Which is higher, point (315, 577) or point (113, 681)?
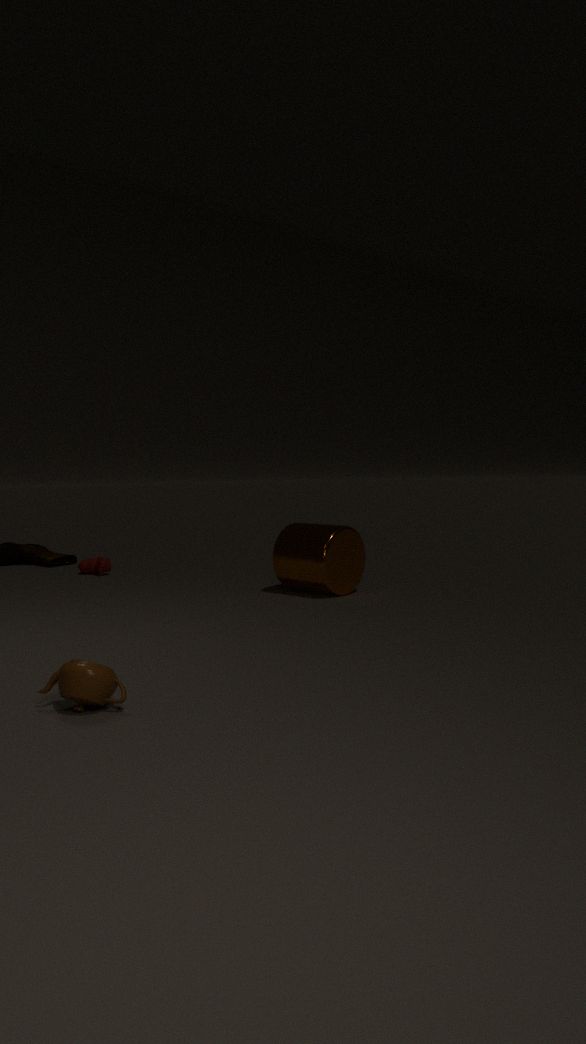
point (315, 577)
